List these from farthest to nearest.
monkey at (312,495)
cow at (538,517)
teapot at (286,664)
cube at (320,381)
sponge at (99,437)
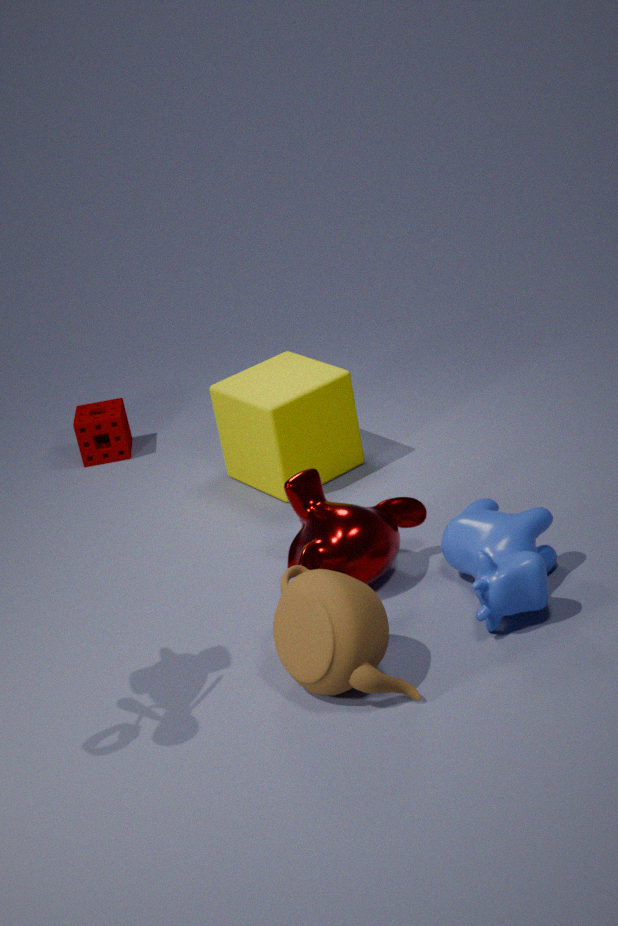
sponge at (99,437) → cube at (320,381) → monkey at (312,495) → cow at (538,517) → teapot at (286,664)
